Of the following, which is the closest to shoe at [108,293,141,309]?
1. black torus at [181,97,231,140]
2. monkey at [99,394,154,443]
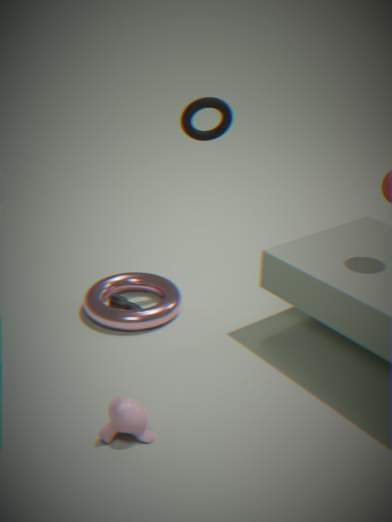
monkey at [99,394,154,443]
